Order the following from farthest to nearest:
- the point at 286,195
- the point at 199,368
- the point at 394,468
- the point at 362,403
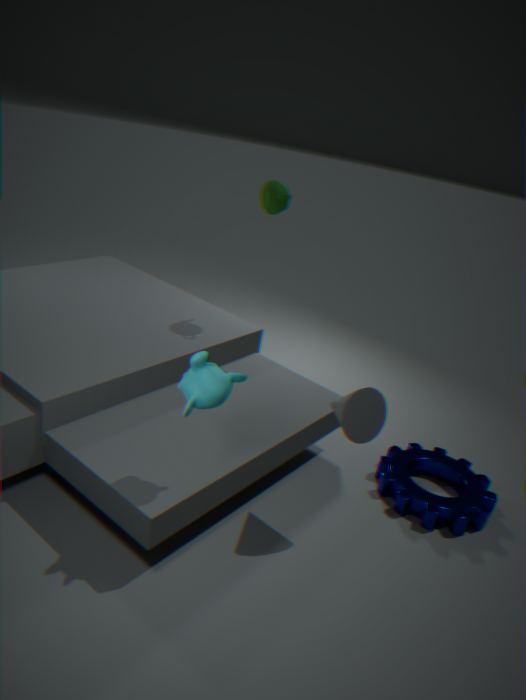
the point at 286,195 → the point at 394,468 → the point at 362,403 → the point at 199,368
